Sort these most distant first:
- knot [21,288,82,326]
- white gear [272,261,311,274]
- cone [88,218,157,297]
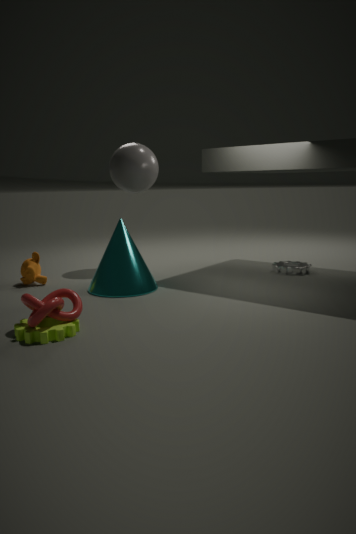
white gear [272,261,311,274] < cone [88,218,157,297] < knot [21,288,82,326]
